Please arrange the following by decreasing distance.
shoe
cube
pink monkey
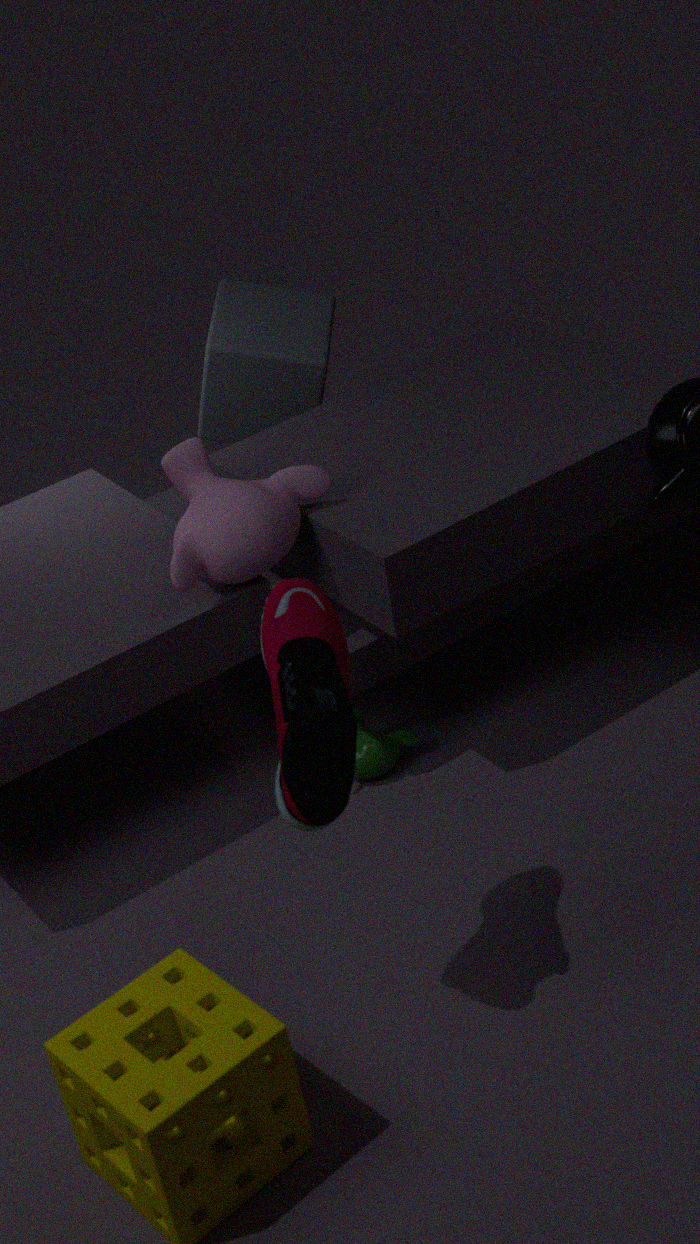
cube → pink monkey → shoe
